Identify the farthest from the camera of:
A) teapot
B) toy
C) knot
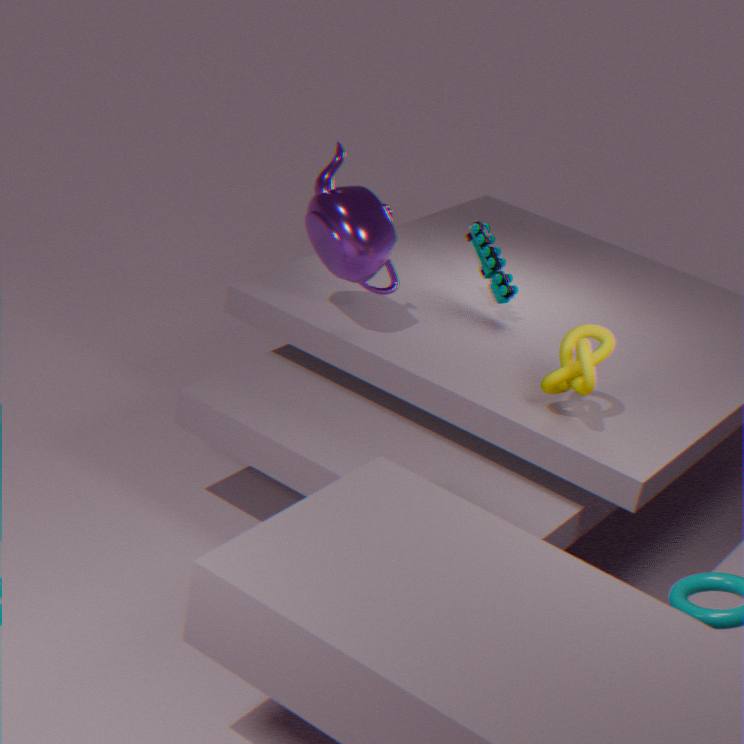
toy
